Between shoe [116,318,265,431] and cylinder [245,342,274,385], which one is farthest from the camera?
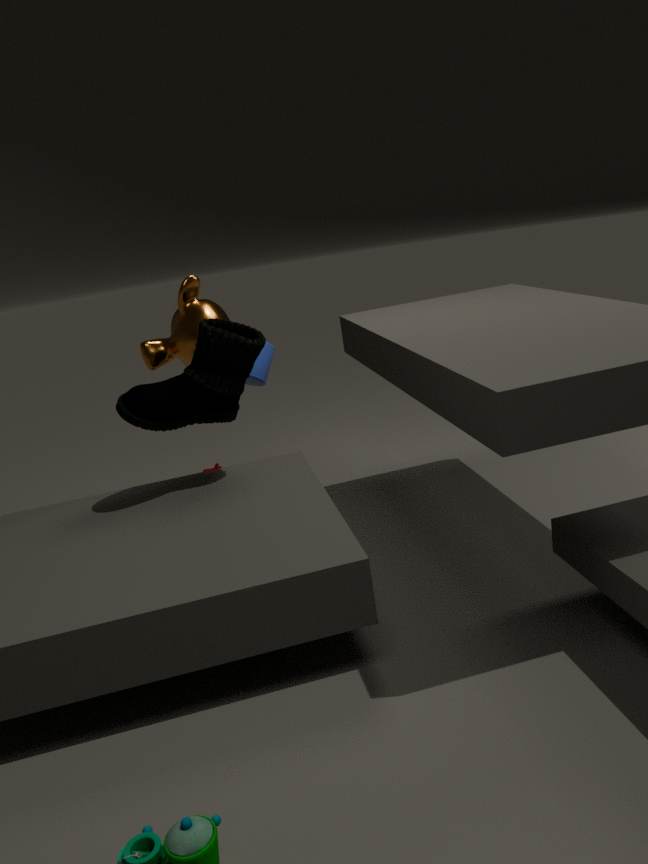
cylinder [245,342,274,385]
